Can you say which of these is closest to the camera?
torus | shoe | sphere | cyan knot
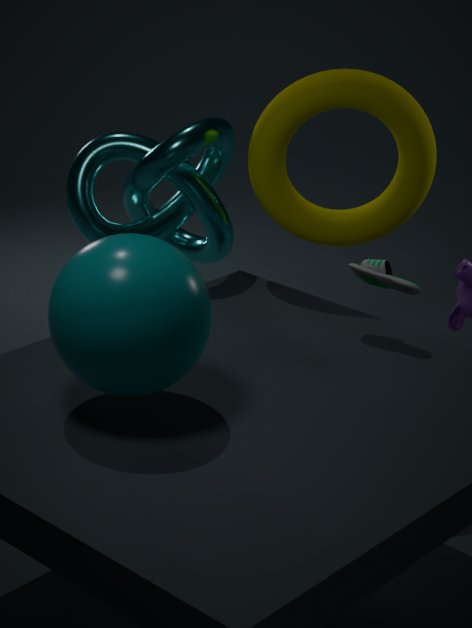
sphere
